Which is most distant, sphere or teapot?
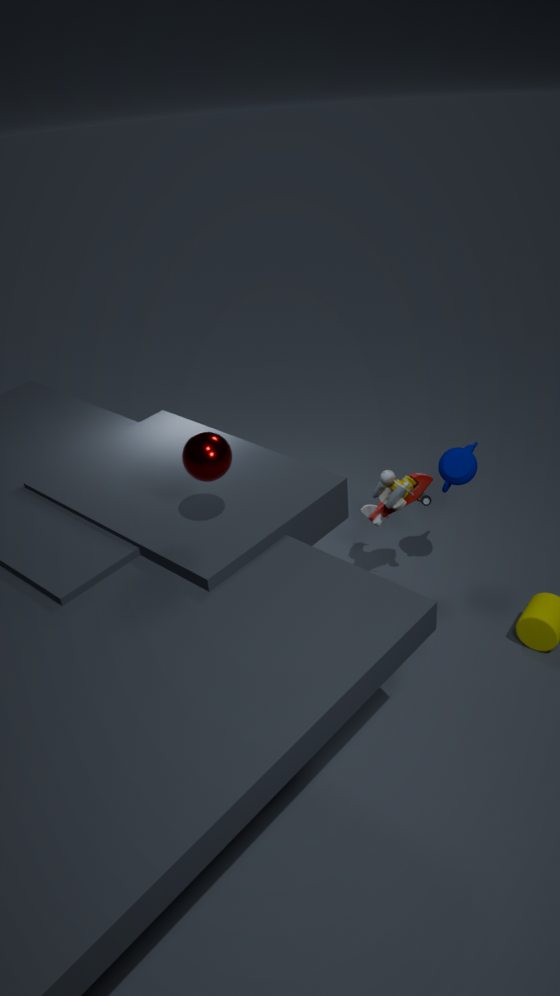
teapot
